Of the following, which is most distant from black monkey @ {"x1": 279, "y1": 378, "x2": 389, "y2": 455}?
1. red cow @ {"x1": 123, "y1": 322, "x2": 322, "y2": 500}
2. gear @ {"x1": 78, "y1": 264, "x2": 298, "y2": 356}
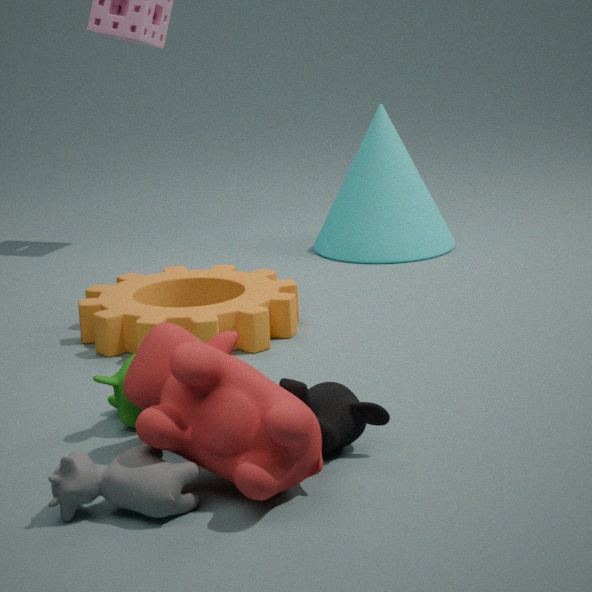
gear @ {"x1": 78, "y1": 264, "x2": 298, "y2": 356}
